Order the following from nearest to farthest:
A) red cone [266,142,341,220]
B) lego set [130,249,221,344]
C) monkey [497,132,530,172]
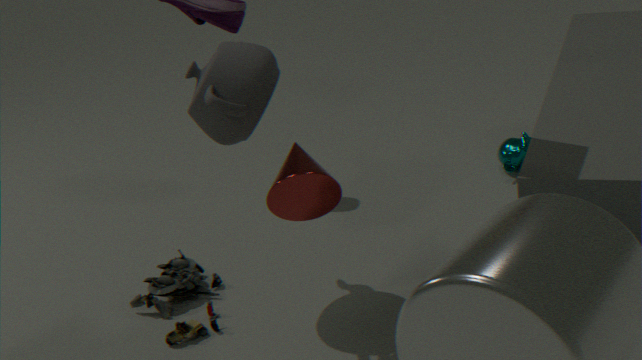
1. red cone [266,142,341,220]
2. lego set [130,249,221,344]
3. monkey [497,132,530,172]
